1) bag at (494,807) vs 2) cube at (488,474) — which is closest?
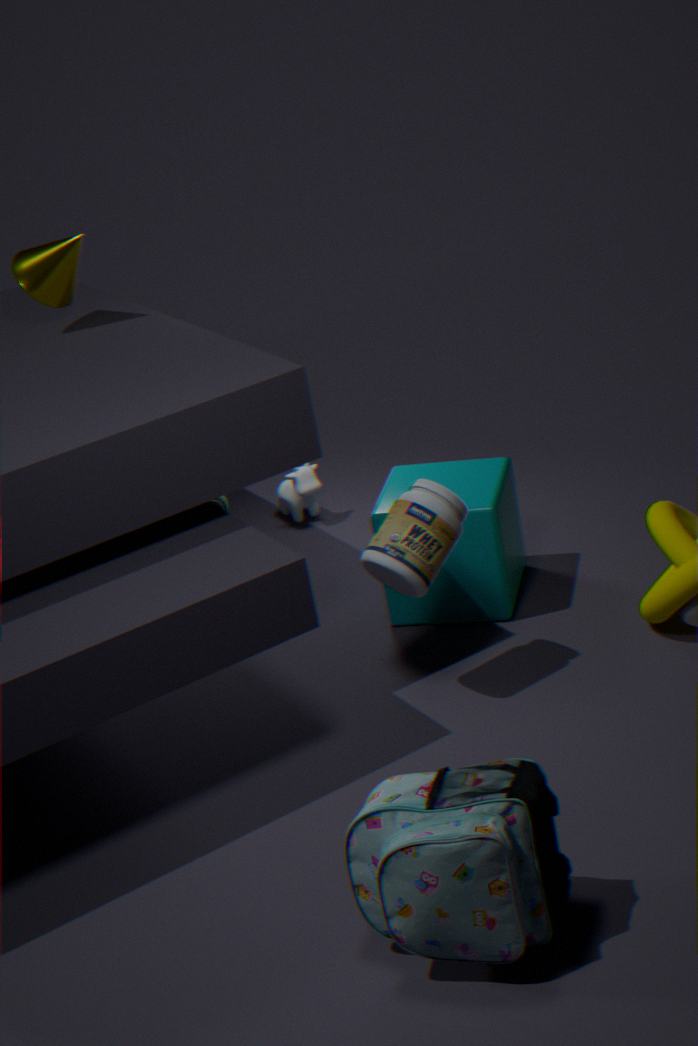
1. bag at (494,807)
